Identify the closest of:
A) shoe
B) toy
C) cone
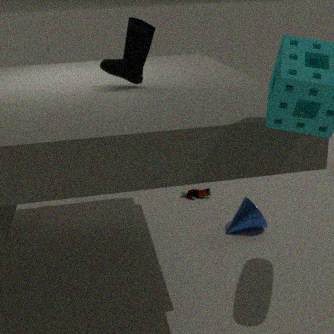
shoe
